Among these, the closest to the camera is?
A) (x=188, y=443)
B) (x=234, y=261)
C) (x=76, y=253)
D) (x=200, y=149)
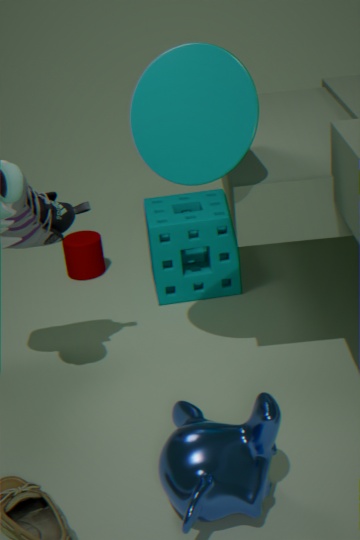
(x=188, y=443)
